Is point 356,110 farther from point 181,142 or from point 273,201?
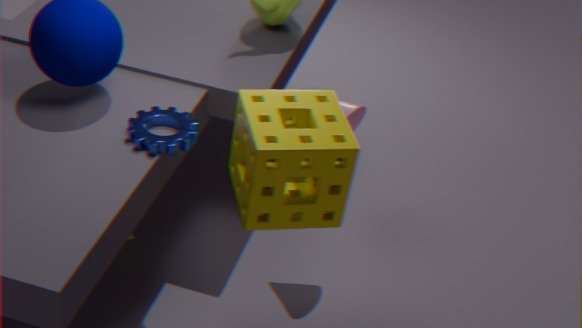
point 181,142
